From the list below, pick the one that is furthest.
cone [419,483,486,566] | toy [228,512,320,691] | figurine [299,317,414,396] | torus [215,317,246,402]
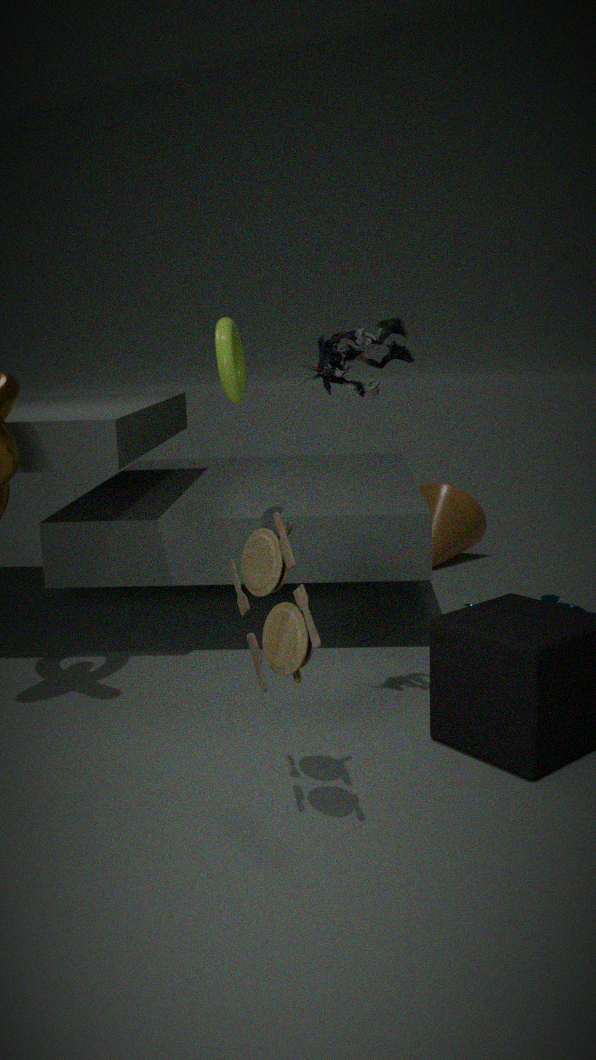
cone [419,483,486,566]
